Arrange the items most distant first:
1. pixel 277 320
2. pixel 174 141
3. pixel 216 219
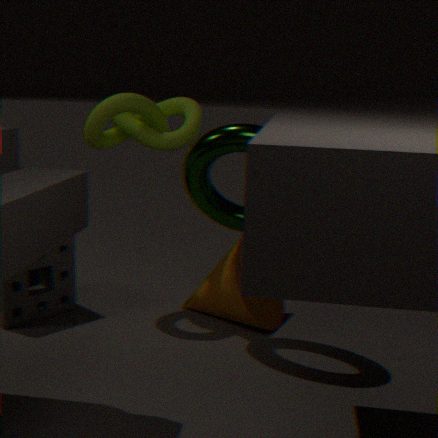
pixel 277 320, pixel 174 141, pixel 216 219
